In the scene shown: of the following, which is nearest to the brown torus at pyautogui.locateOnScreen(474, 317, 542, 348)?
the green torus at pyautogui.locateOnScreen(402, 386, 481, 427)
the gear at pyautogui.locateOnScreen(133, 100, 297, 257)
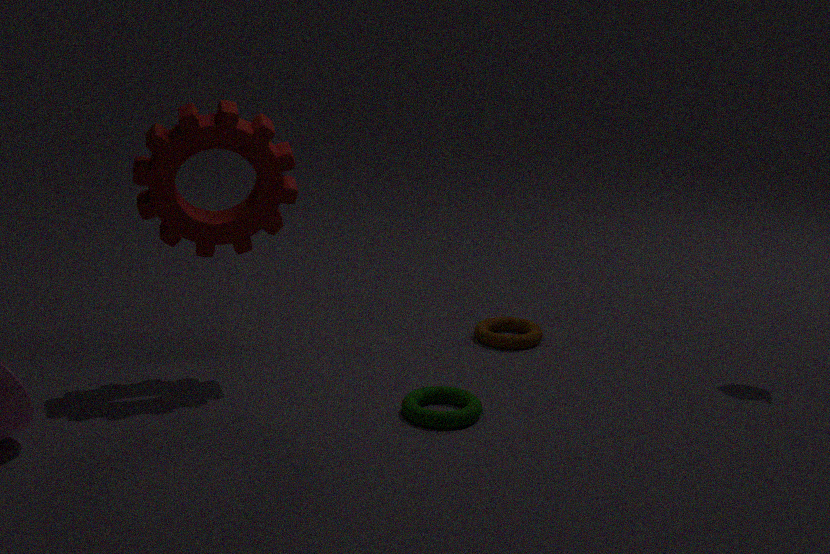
the green torus at pyautogui.locateOnScreen(402, 386, 481, 427)
